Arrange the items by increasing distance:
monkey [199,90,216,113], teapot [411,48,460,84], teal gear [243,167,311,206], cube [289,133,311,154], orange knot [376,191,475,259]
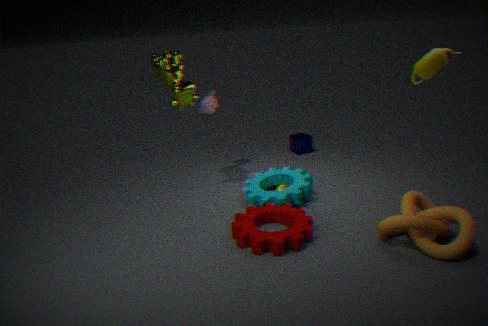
teapot [411,48,460,84]
orange knot [376,191,475,259]
teal gear [243,167,311,206]
monkey [199,90,216,113]
cube [289,133,311,154]
